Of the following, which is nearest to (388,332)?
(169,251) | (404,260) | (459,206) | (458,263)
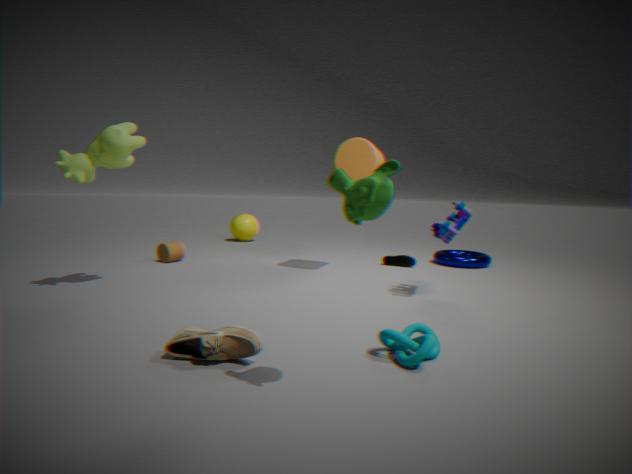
(459,206)
